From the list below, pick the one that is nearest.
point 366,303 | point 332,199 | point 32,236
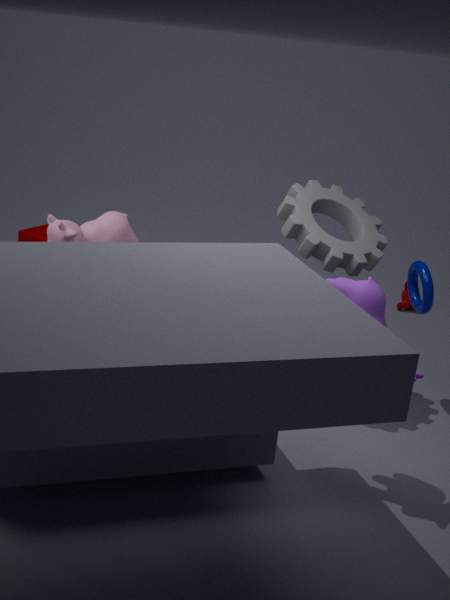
point 366,303
